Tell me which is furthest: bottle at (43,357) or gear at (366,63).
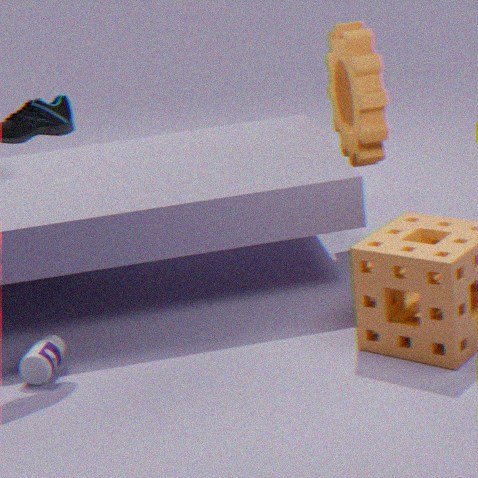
gear at (366,63)
